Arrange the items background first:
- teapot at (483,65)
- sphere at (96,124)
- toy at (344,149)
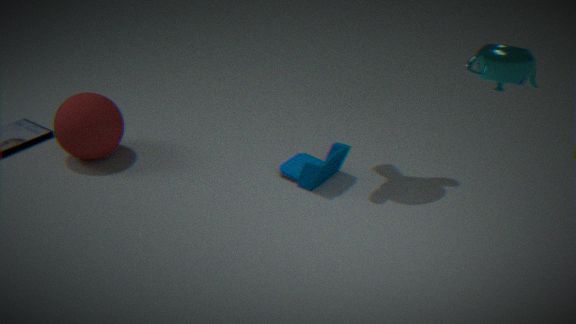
sphere at (96,124) < toy at (344,149) < teapot at (483,65)
